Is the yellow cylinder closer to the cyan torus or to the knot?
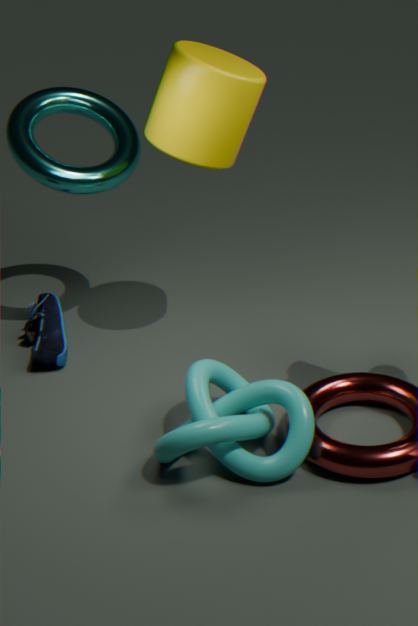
the cyan torus
